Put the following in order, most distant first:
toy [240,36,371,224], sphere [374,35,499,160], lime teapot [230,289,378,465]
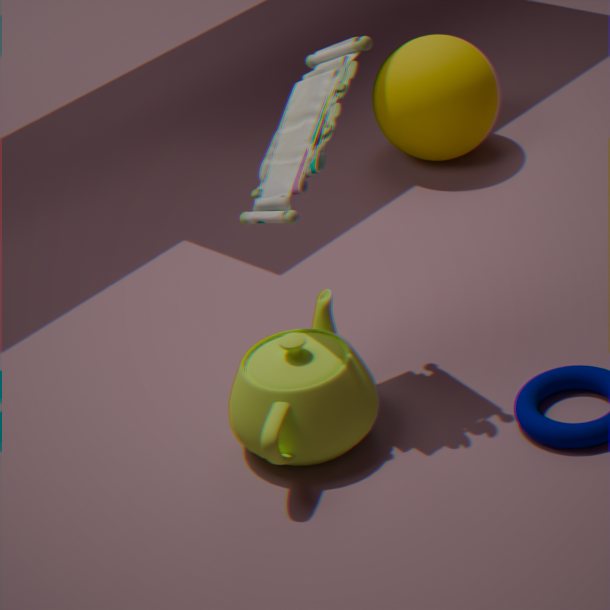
sphere [374,35,499,160] < lime teapot [230,289,378,465] < toy [240,36,371,224]
